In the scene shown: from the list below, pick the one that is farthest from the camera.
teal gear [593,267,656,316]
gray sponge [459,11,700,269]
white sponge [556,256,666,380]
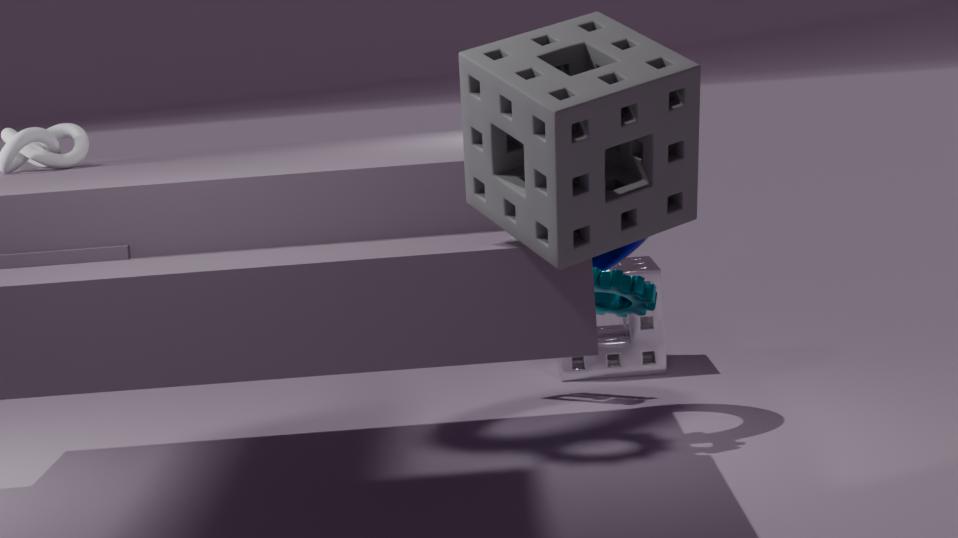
white sponge [556,256,666,380]
